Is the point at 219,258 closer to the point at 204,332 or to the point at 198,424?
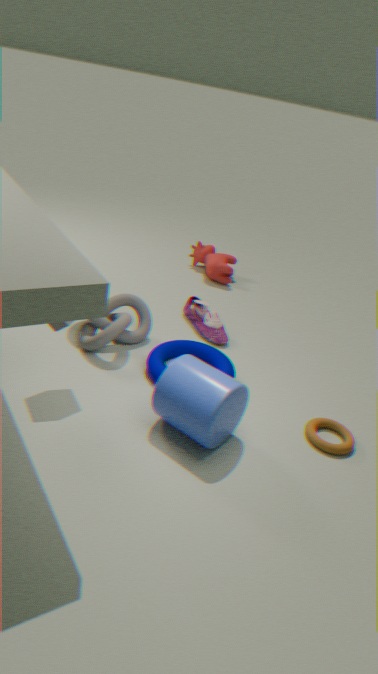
the point at 204,332
